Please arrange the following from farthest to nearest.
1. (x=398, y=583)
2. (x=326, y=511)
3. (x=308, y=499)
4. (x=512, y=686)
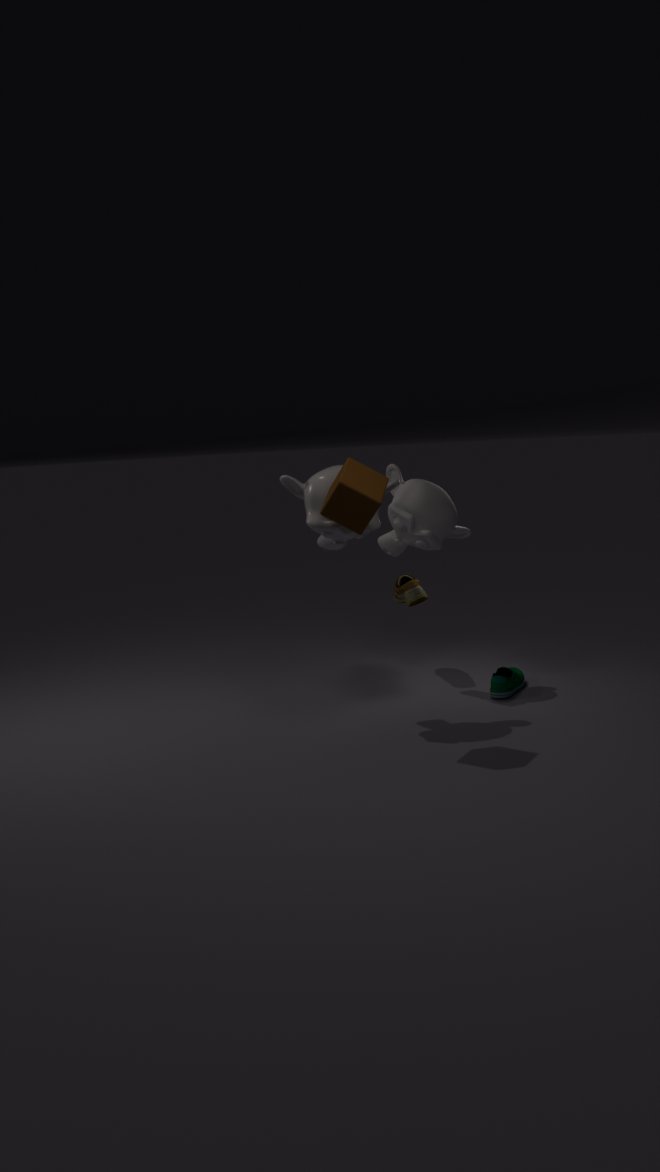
(x=398, y=583), (x=512, y=686), (x=308, y=499), (x=326, y=511)
